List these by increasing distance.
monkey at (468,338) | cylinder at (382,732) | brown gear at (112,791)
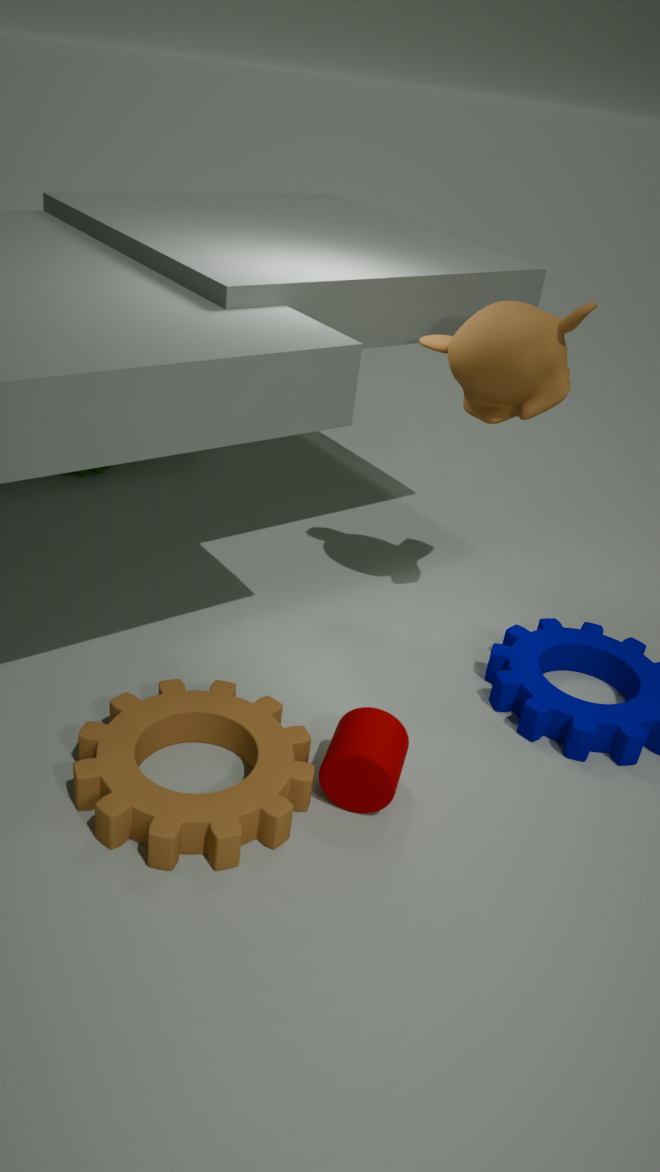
brown gear at (112,791), cylinder at (382,732), monkey at (468,338)
